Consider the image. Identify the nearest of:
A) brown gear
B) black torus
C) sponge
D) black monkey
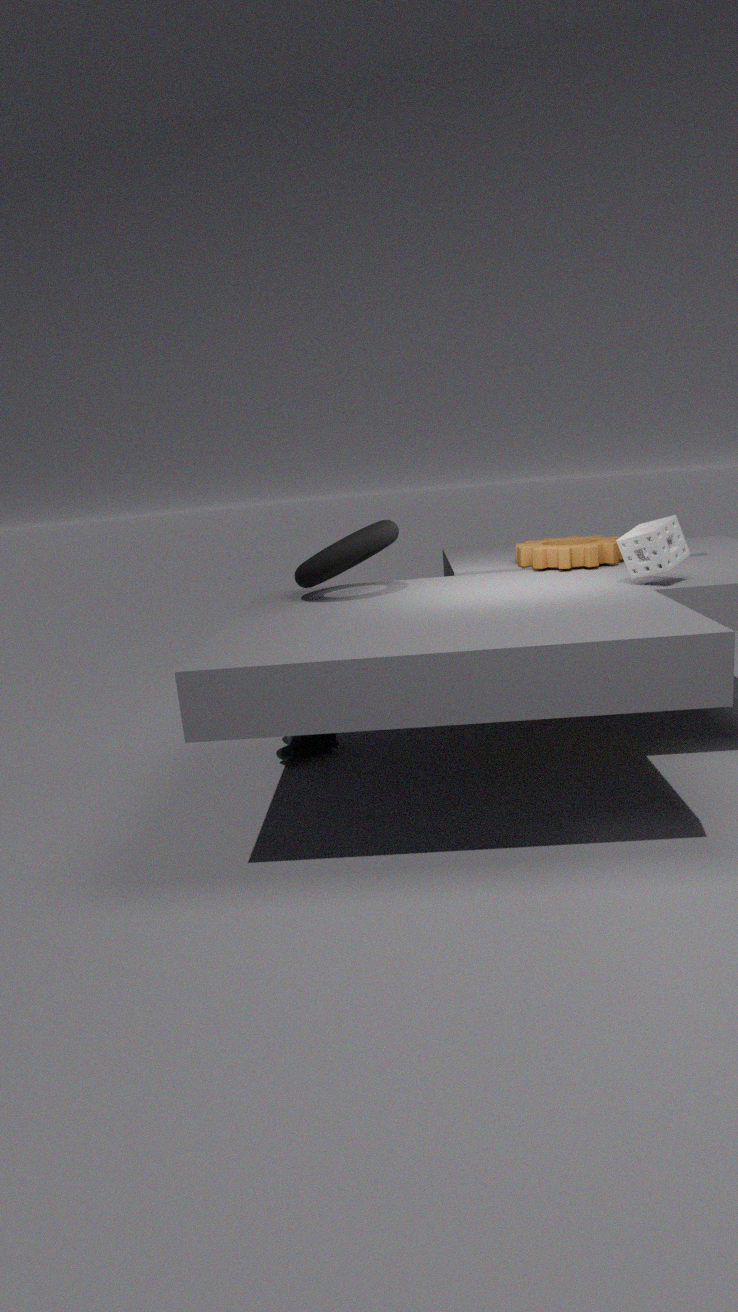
sponge
